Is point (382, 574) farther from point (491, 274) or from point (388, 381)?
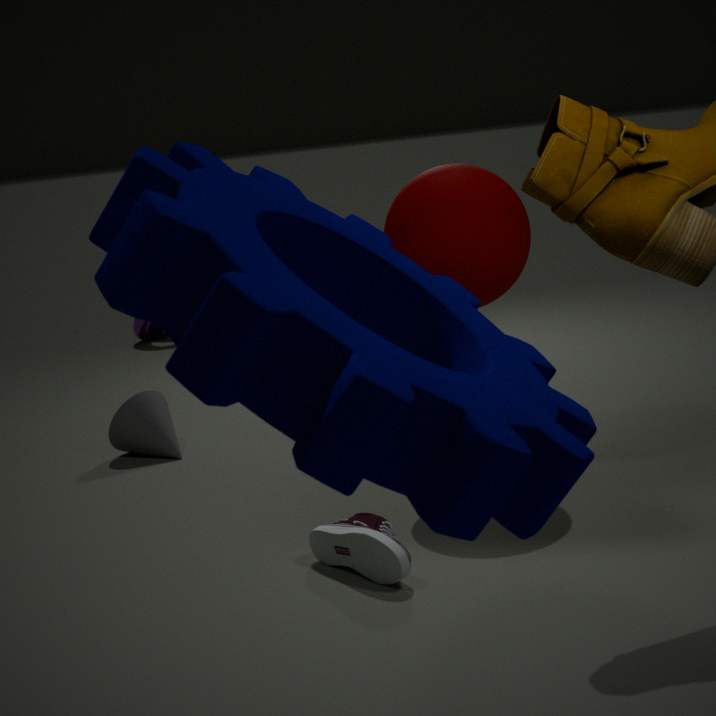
point (388, 381)
